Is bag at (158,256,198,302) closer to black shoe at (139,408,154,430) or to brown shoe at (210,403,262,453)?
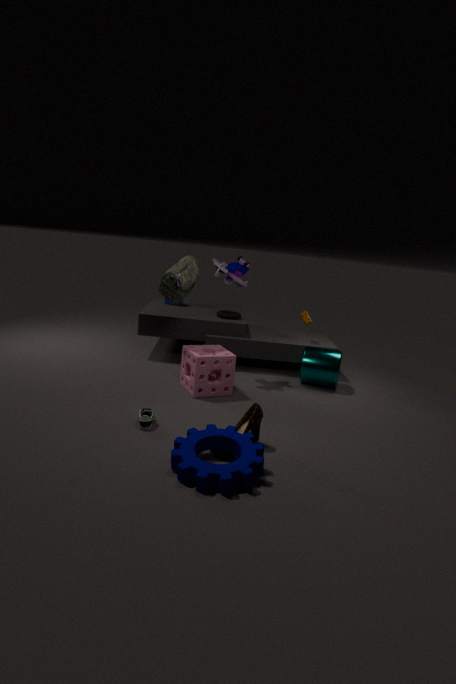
black shoe at (139,408,154,430)
